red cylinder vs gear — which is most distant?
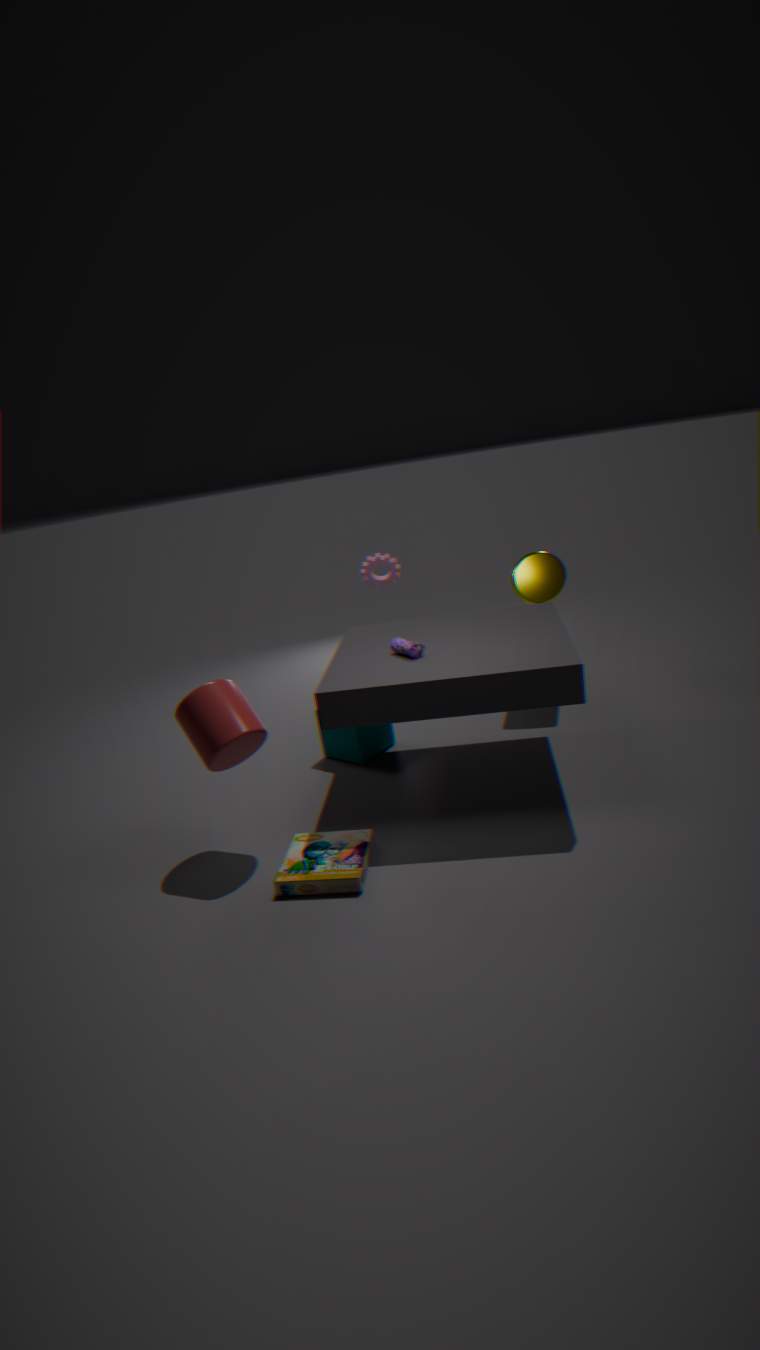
gear
